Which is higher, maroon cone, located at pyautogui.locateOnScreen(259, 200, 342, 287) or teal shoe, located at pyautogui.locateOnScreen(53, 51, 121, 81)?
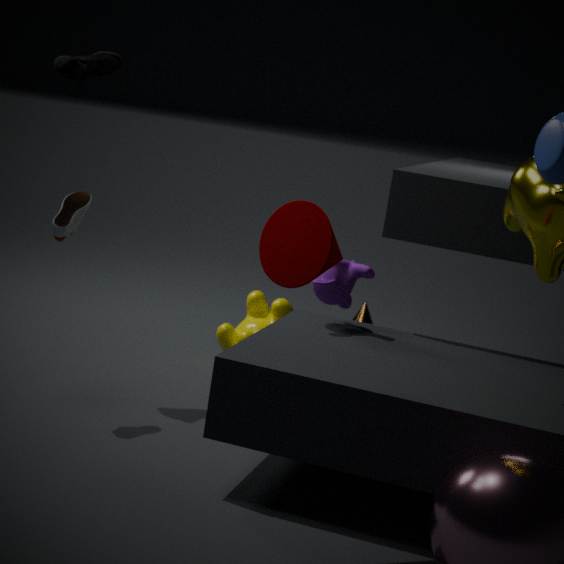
teal shoe, located at pyautogui.locateOnScreen(53, 51, 121, 81)
